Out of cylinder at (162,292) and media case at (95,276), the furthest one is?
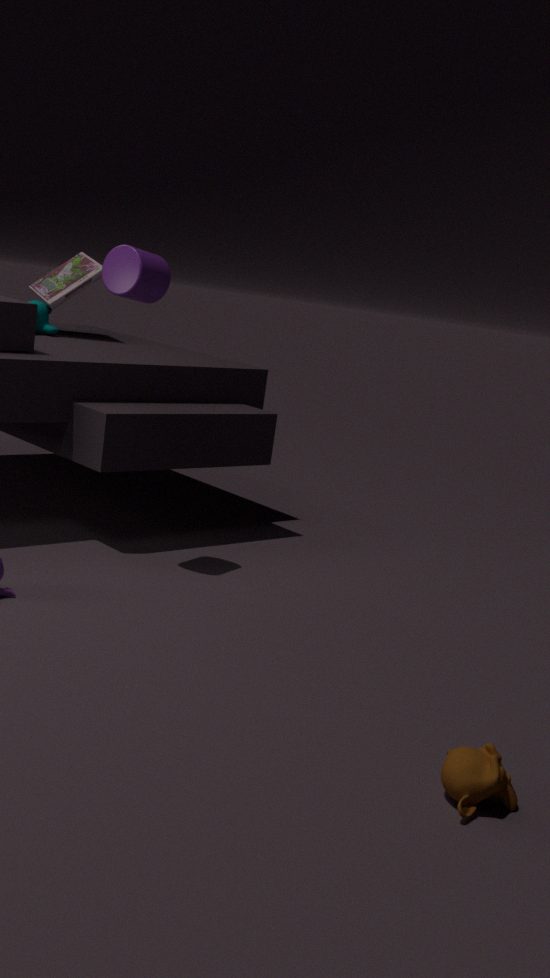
media case at (95,276)
